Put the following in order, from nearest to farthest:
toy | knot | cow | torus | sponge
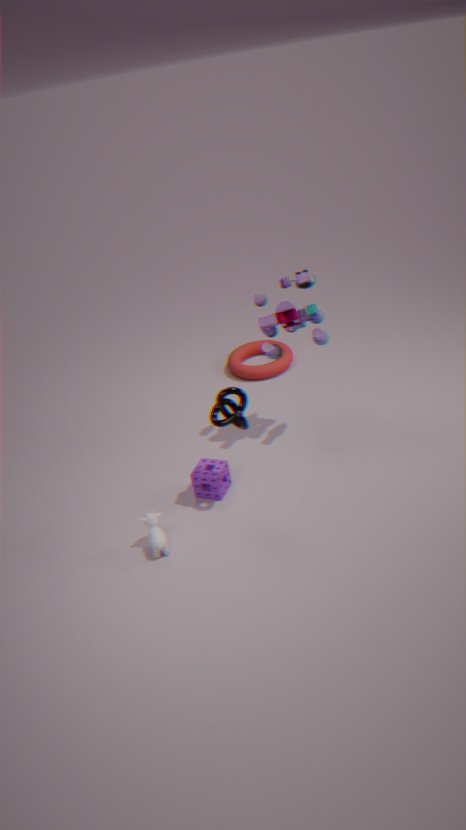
cow, knot, sponge, toy, torus
